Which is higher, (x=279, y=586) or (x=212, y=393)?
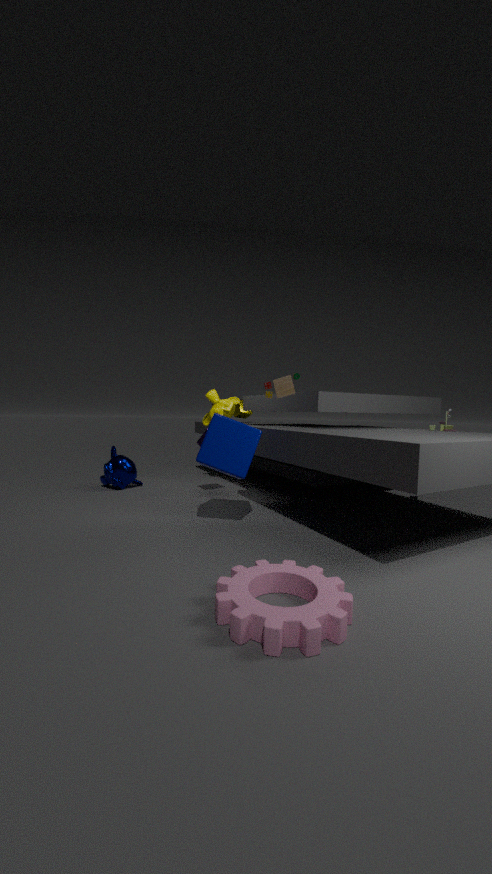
(x=212, y=393)
